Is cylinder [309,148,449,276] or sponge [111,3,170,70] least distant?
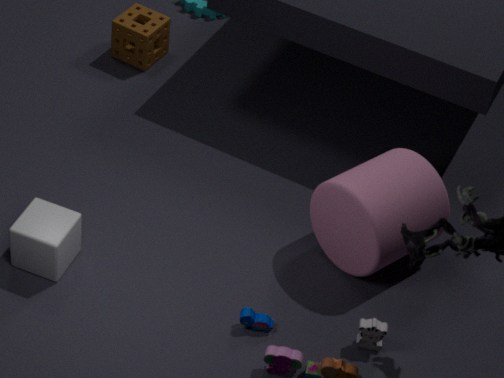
cylinder [309,148,449,276]
